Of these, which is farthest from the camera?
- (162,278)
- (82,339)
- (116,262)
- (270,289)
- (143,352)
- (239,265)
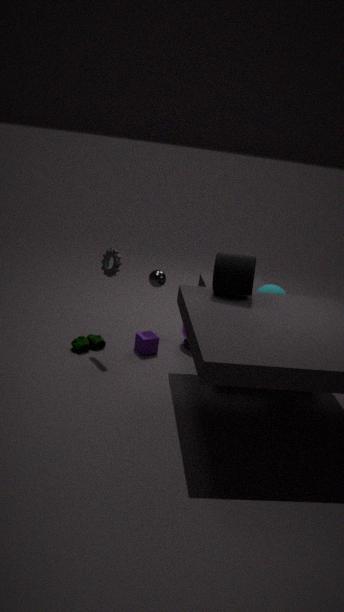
(162,278)
